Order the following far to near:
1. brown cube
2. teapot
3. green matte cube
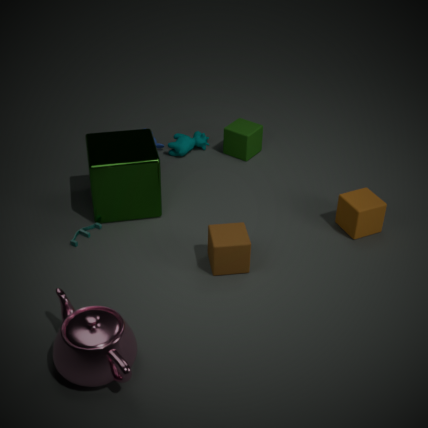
green matte cube, brown cube, teapot
